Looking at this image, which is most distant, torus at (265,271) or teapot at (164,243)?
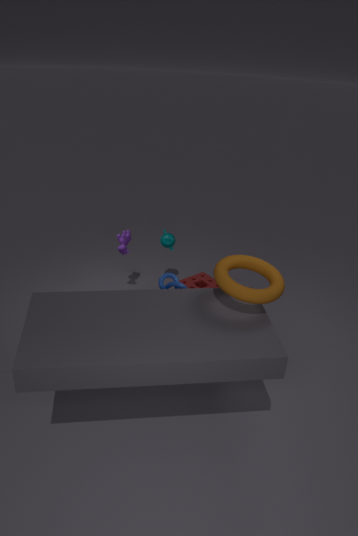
→ teapot at (164,243)
